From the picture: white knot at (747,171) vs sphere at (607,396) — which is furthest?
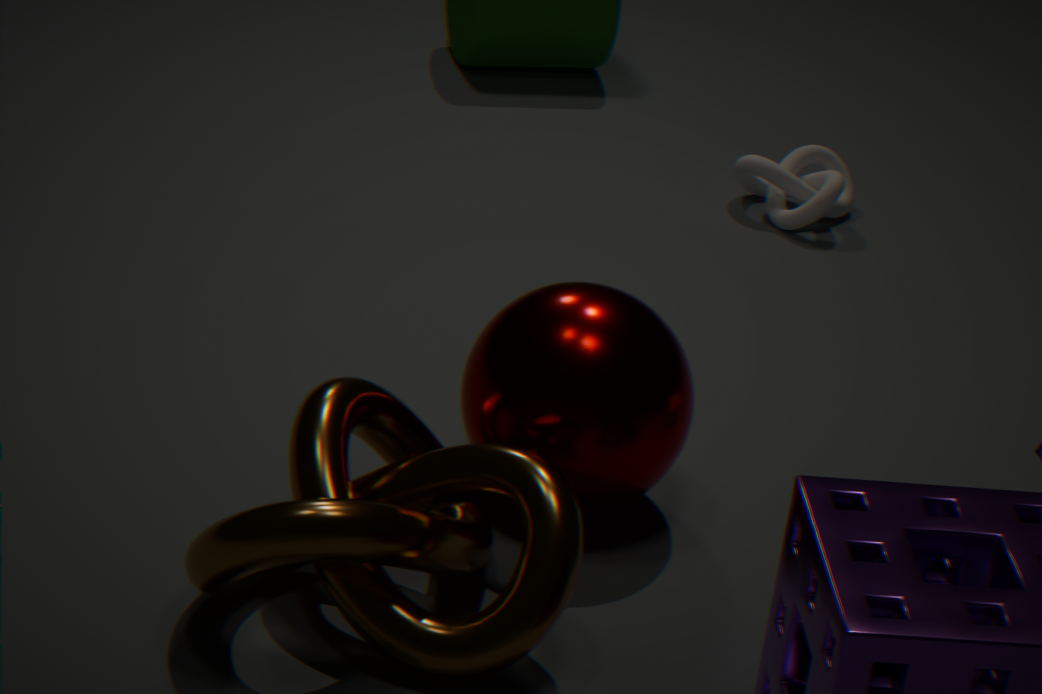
white knot at (747,171)
